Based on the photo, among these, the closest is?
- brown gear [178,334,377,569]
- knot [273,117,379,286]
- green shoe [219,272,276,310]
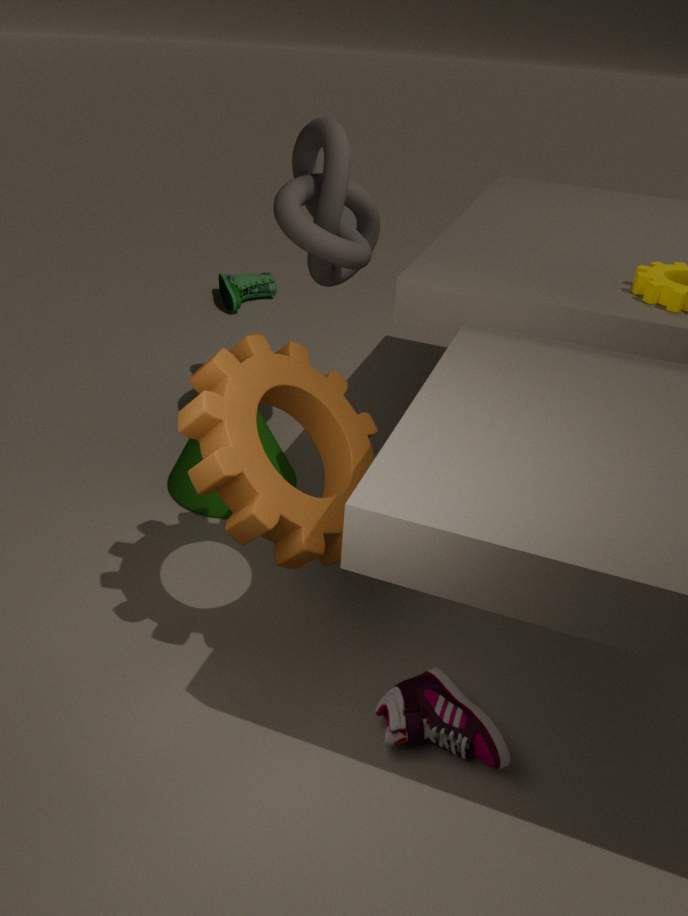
brown gear [178,334,377,569]
